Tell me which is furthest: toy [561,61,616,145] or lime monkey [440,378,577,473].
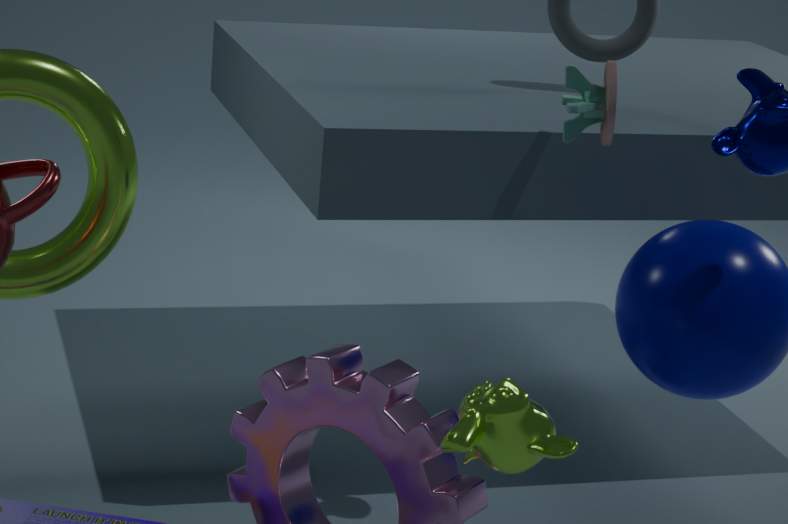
toy [561,61,616,145]
